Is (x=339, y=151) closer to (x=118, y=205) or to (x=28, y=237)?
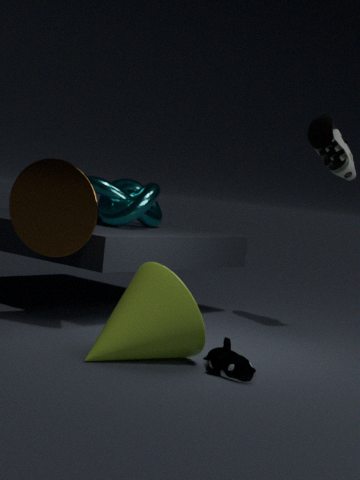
(x=118, y=205)
